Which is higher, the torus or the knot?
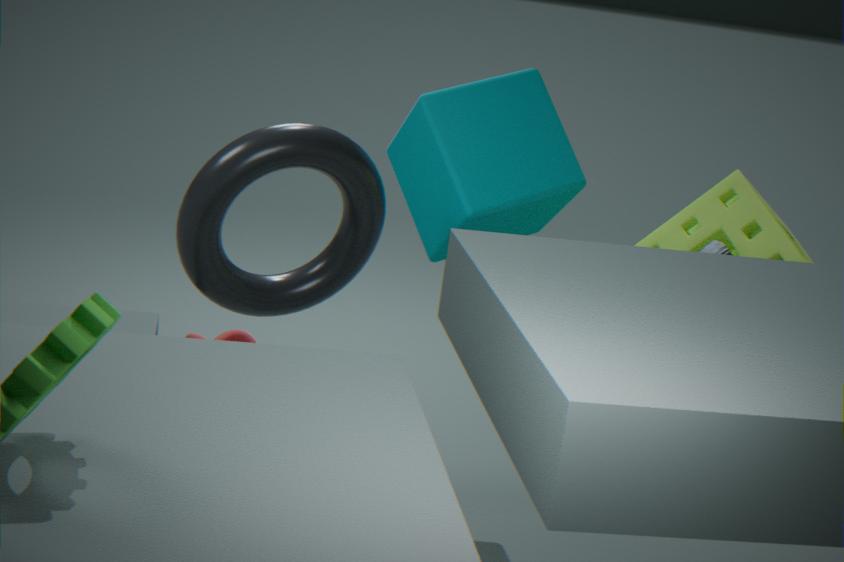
the torus
